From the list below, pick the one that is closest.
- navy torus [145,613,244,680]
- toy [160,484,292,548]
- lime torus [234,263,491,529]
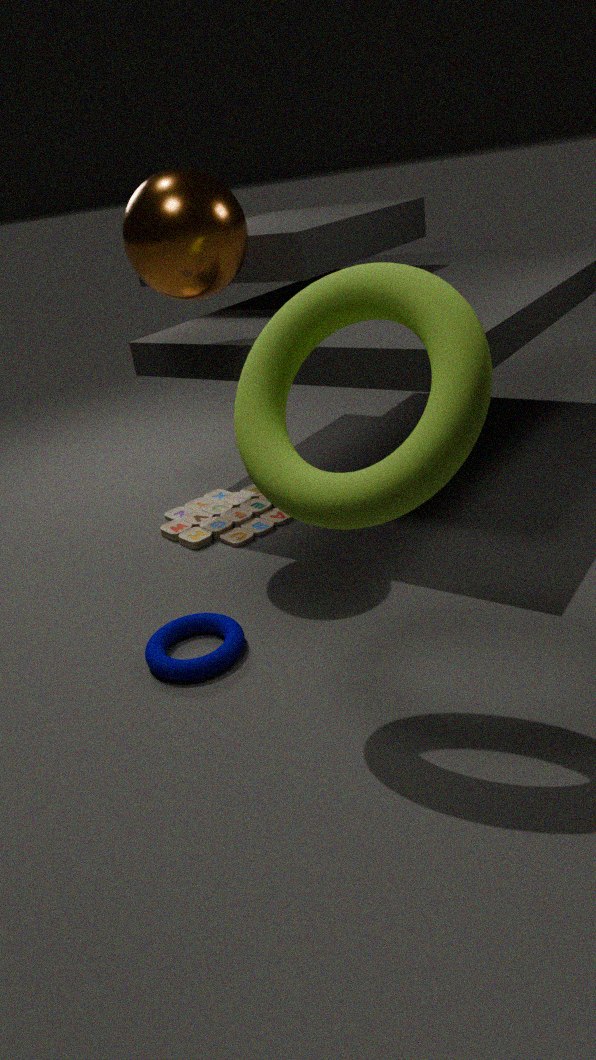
lime torus [234,263,491,529]
